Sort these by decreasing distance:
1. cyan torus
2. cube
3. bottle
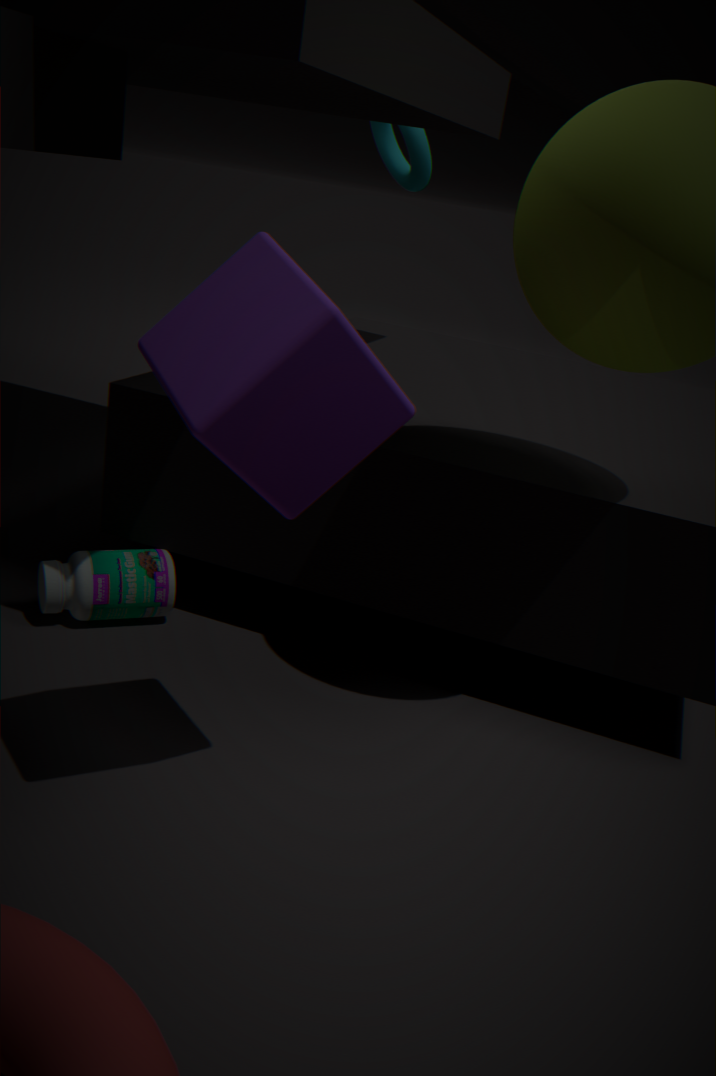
cyan torus, bottle, cube
